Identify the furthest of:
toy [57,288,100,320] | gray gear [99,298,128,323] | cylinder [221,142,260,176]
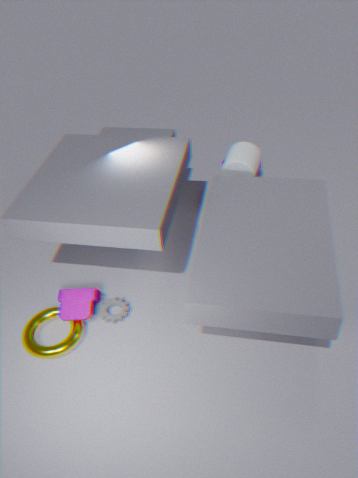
cylinder [221,142,260,176]
